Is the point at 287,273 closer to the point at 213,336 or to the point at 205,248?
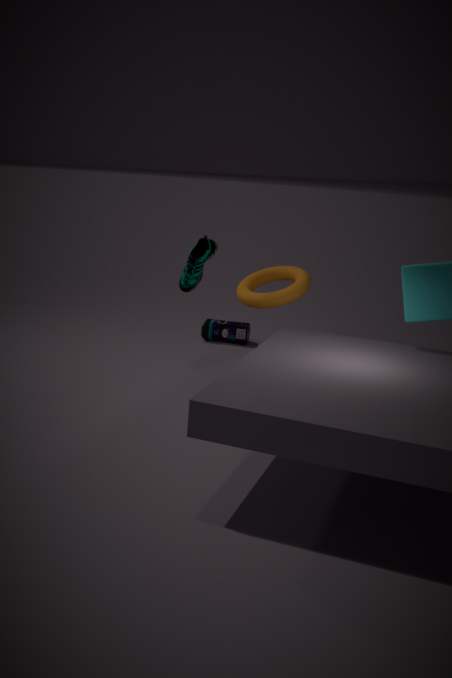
the point at 205,248
